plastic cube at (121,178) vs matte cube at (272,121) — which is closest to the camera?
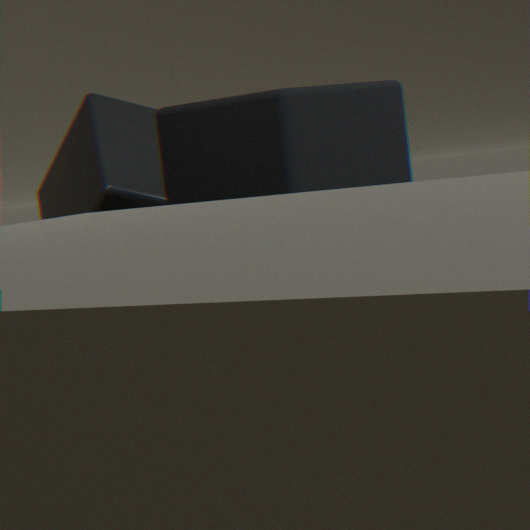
matte cube at (272,121)
